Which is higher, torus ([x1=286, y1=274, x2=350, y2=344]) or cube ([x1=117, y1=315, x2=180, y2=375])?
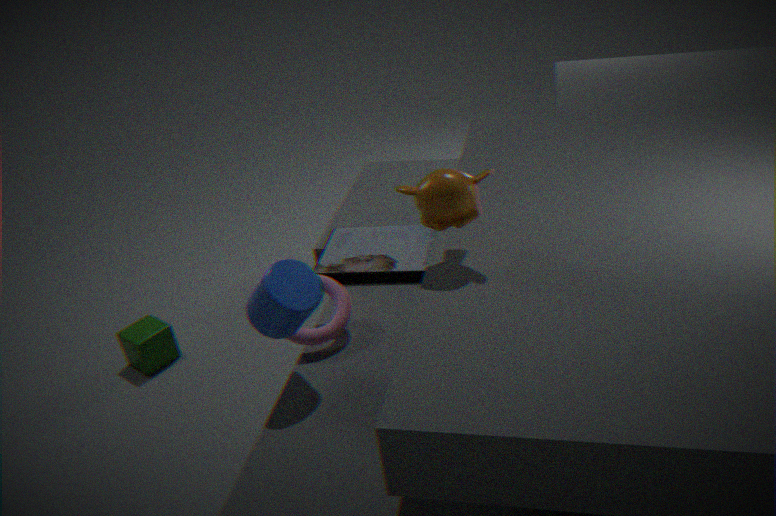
torus ([x1=286, y1=274, x2=350, y2=344])
